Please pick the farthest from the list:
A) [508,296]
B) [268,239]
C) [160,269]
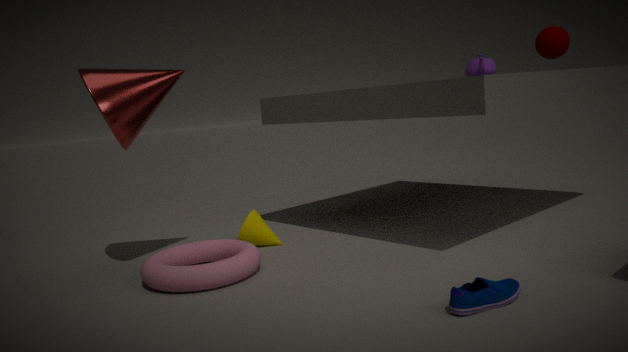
[268,239]
